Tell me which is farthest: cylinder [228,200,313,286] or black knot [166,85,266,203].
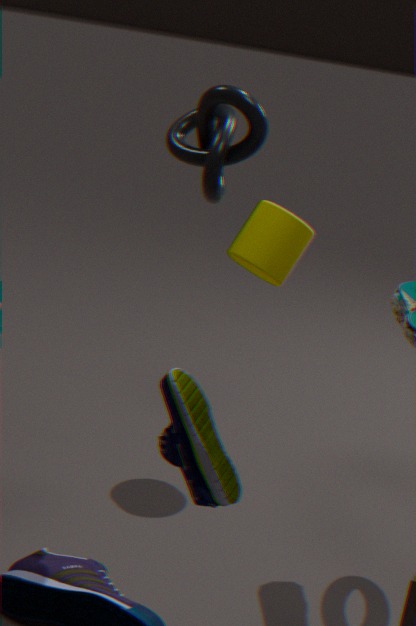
cylinder [228,200,313,286]
